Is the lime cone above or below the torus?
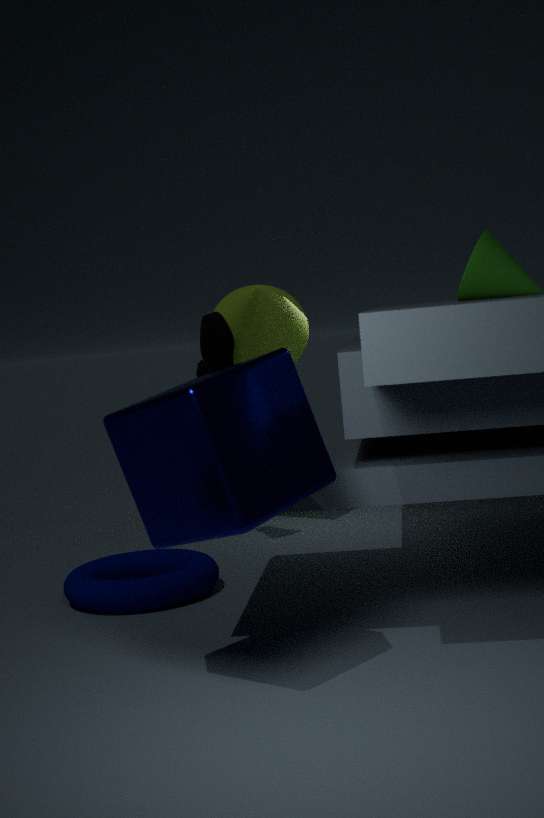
above
